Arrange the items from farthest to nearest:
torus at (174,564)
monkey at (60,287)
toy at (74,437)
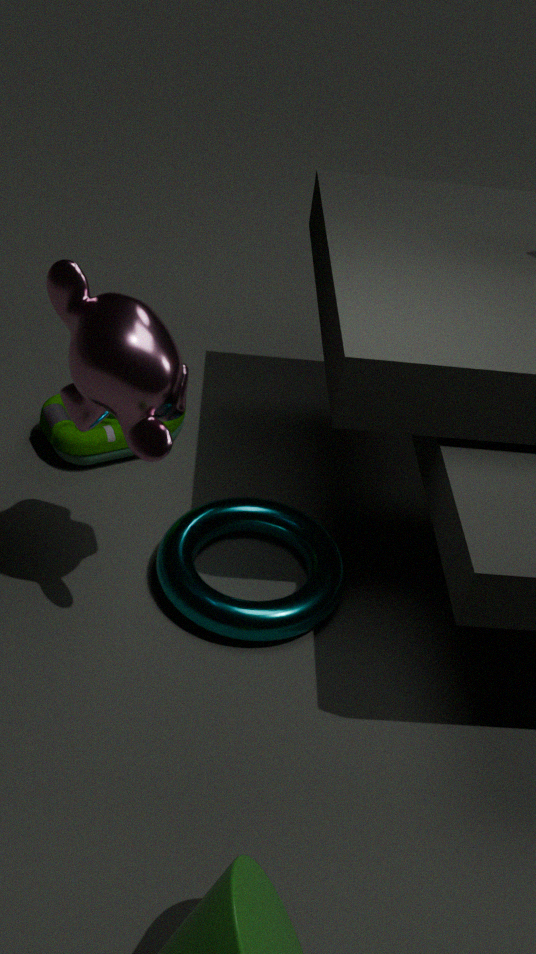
toy at (74,437)
torus at (174,564)
monkey at (60,287)
